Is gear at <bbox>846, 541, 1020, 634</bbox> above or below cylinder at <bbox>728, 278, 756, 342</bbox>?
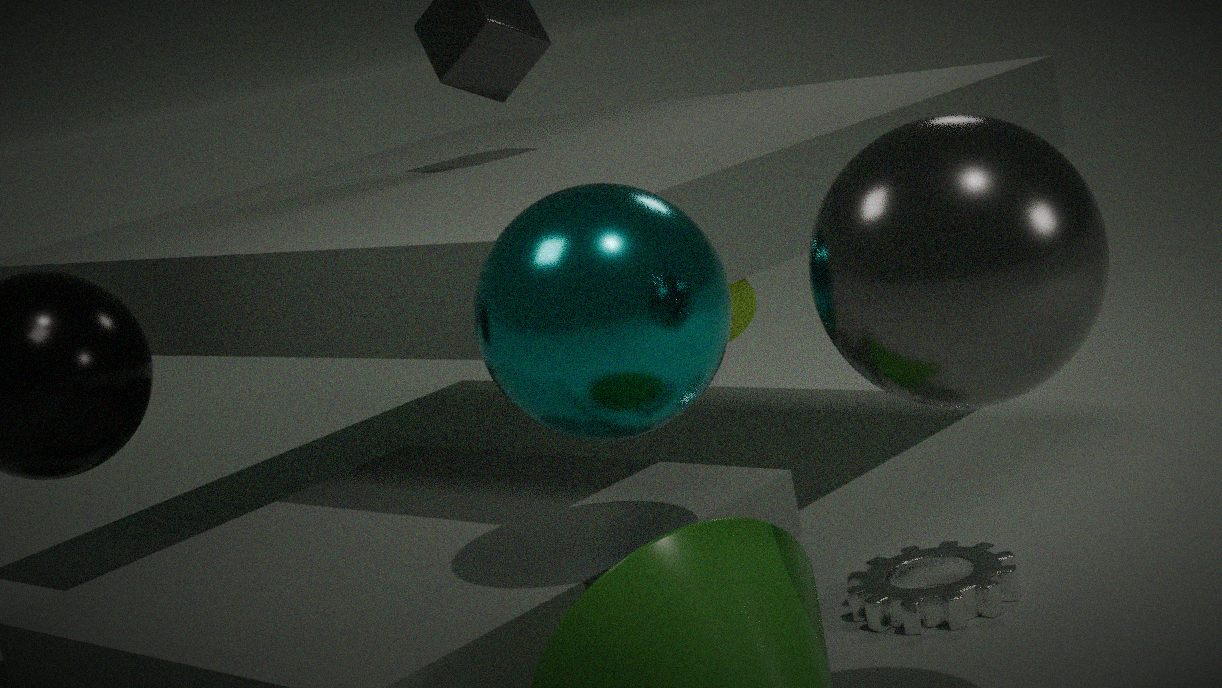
below
